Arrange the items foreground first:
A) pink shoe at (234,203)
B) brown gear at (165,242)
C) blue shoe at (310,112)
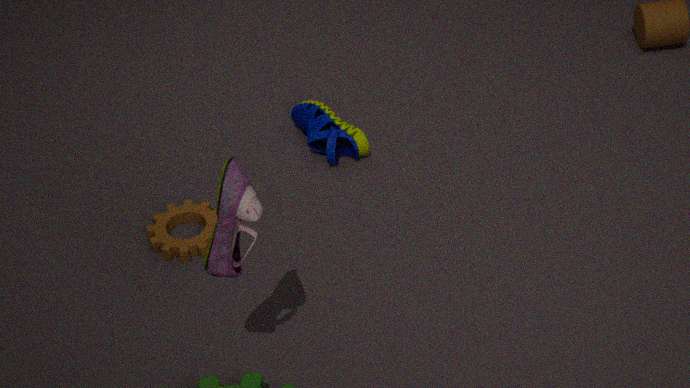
pink shoe at (234,203) → brown gear at (165,242) → blue shoe at (310,112)
